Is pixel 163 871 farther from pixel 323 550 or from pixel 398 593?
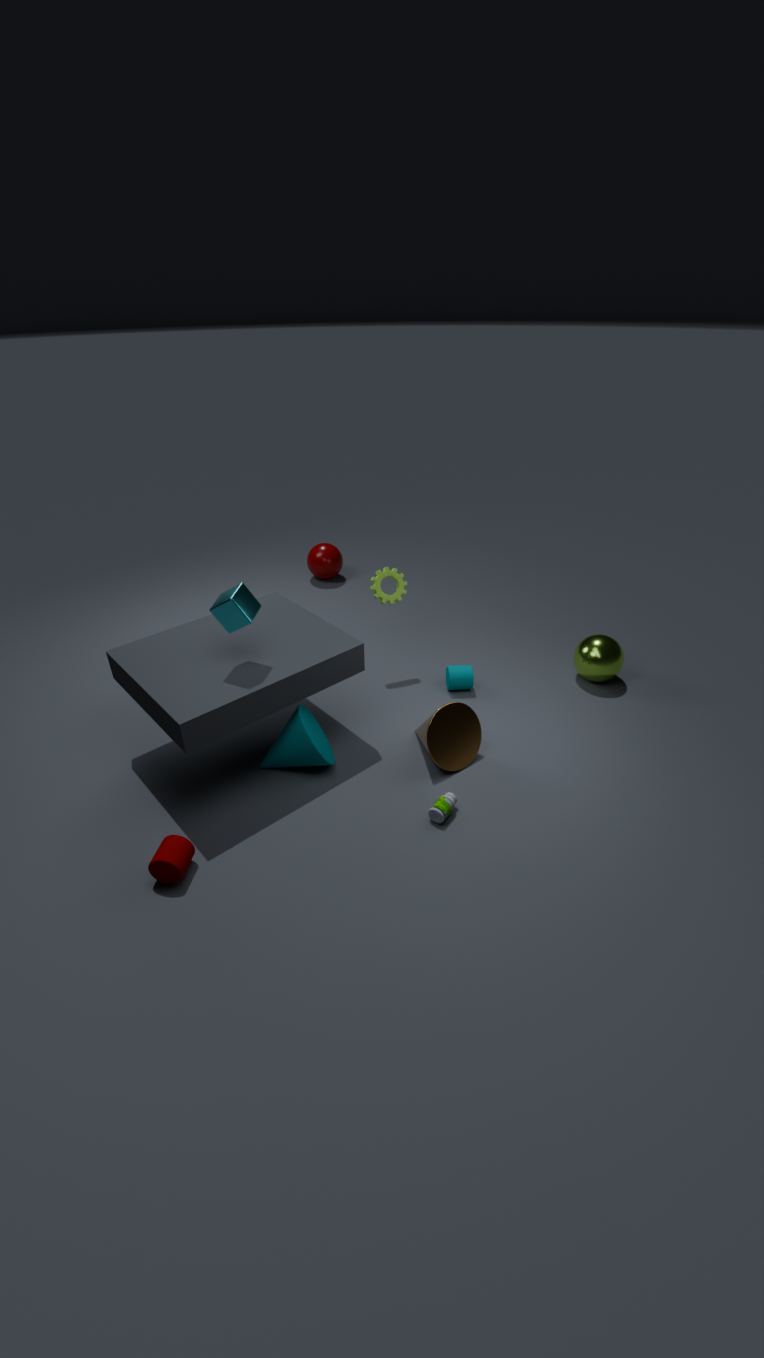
pixel 323 550
